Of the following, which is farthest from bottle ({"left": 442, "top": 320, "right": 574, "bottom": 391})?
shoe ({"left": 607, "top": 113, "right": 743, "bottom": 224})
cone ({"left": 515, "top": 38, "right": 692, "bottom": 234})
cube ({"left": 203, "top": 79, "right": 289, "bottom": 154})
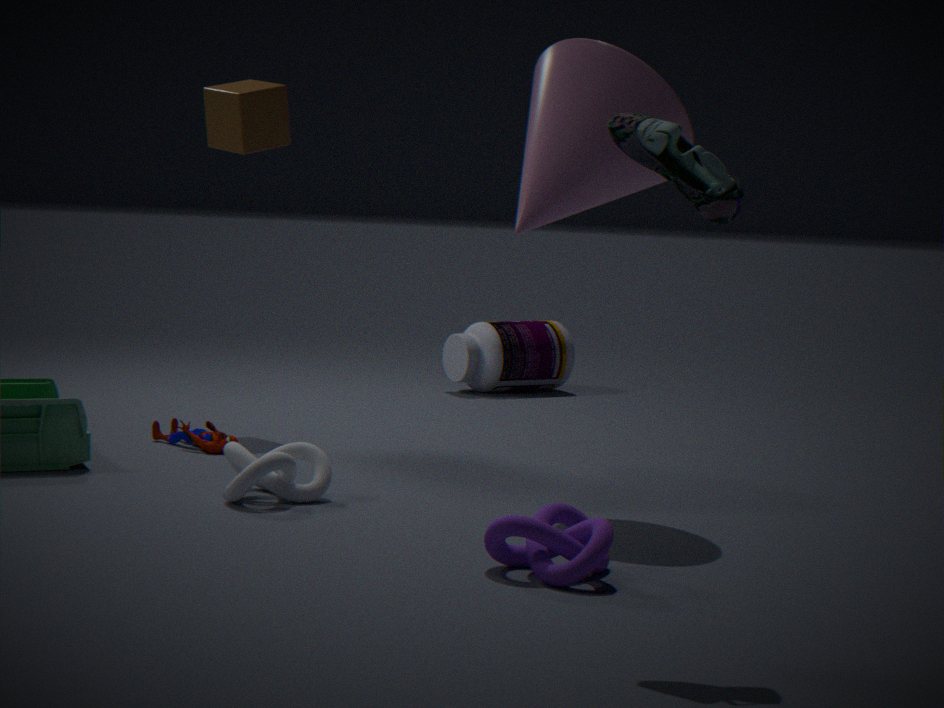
shoe ({"left": 607, "top": 113, "right": 743, "bottom": 224})
